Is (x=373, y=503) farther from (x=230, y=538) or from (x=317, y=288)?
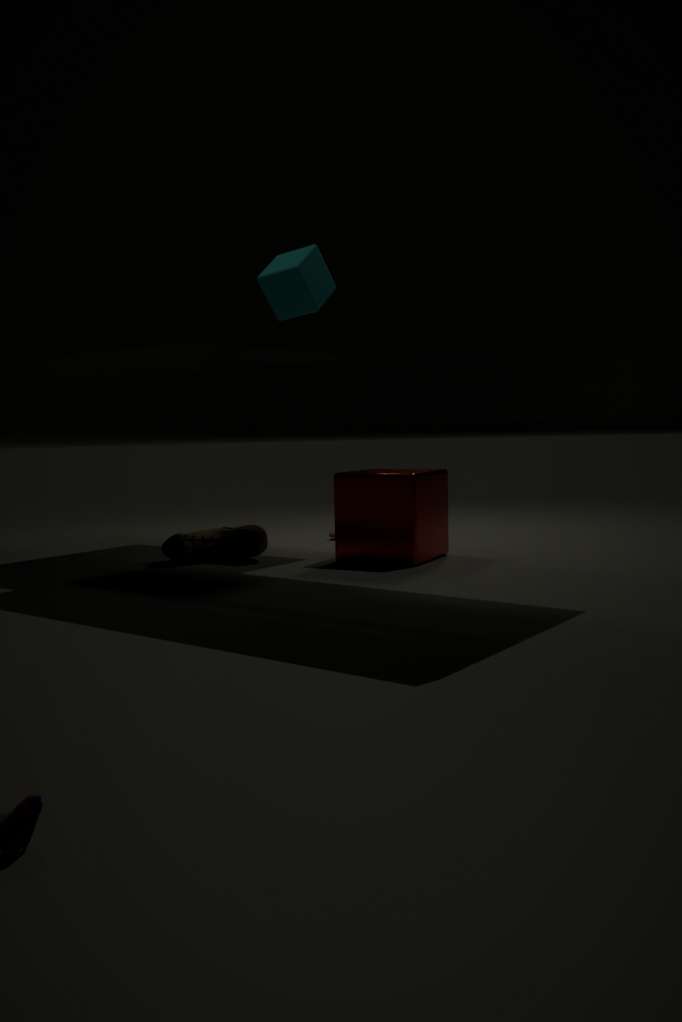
(x=317, y=288)
